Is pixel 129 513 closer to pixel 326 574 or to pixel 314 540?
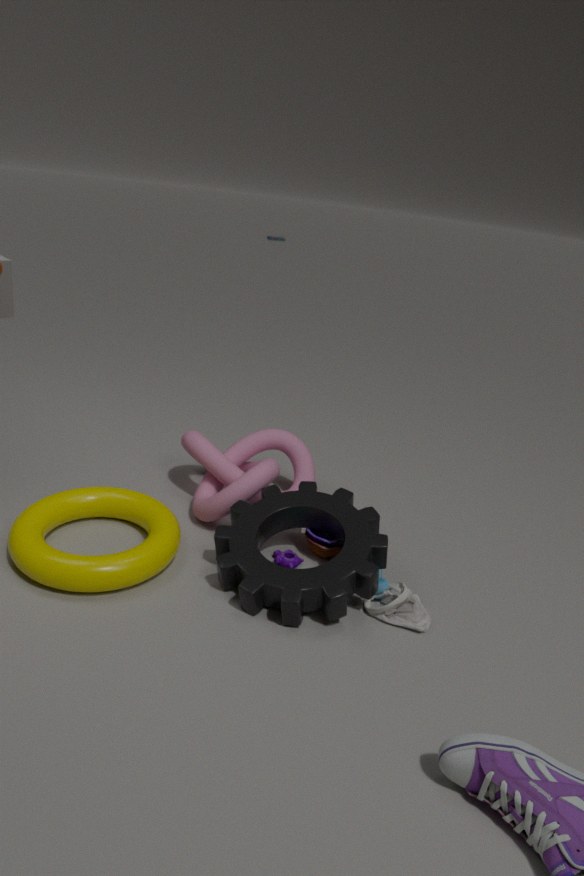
pixel 326 574
